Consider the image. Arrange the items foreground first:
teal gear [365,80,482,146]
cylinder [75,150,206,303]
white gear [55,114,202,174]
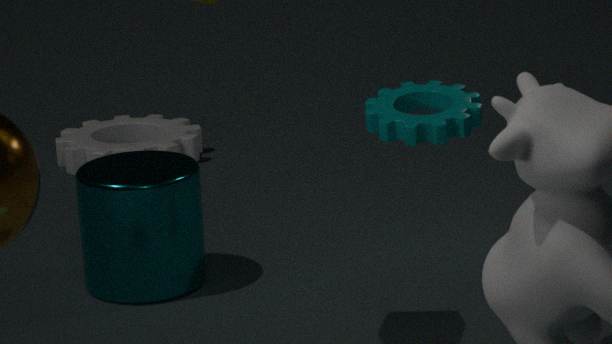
teal gear [365,80,482,146]
cylinder [75,150,206,303]
white gear [55,114,202,174]
